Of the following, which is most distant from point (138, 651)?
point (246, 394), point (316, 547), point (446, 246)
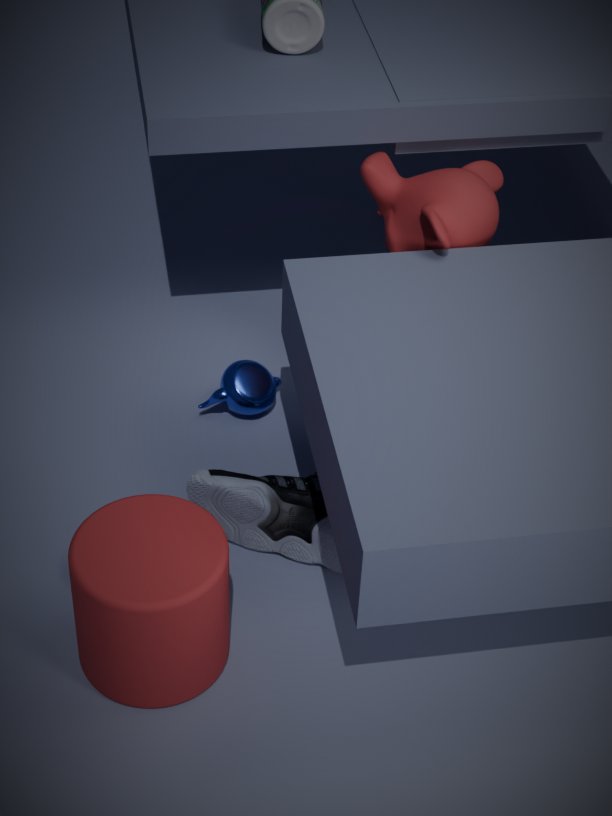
point (446, 246)
